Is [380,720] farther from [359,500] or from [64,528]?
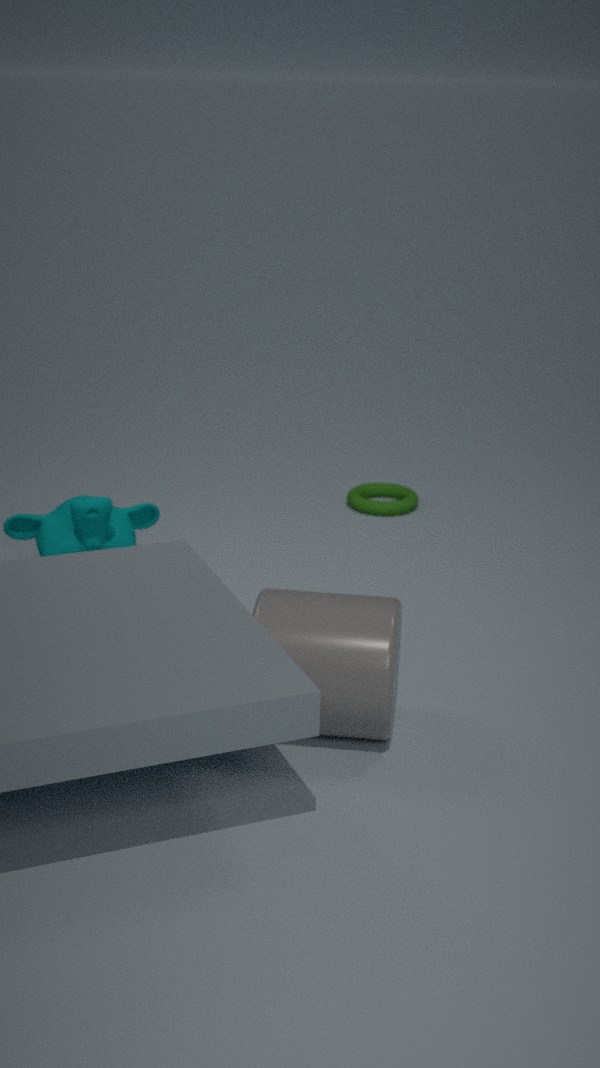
[359,500]
